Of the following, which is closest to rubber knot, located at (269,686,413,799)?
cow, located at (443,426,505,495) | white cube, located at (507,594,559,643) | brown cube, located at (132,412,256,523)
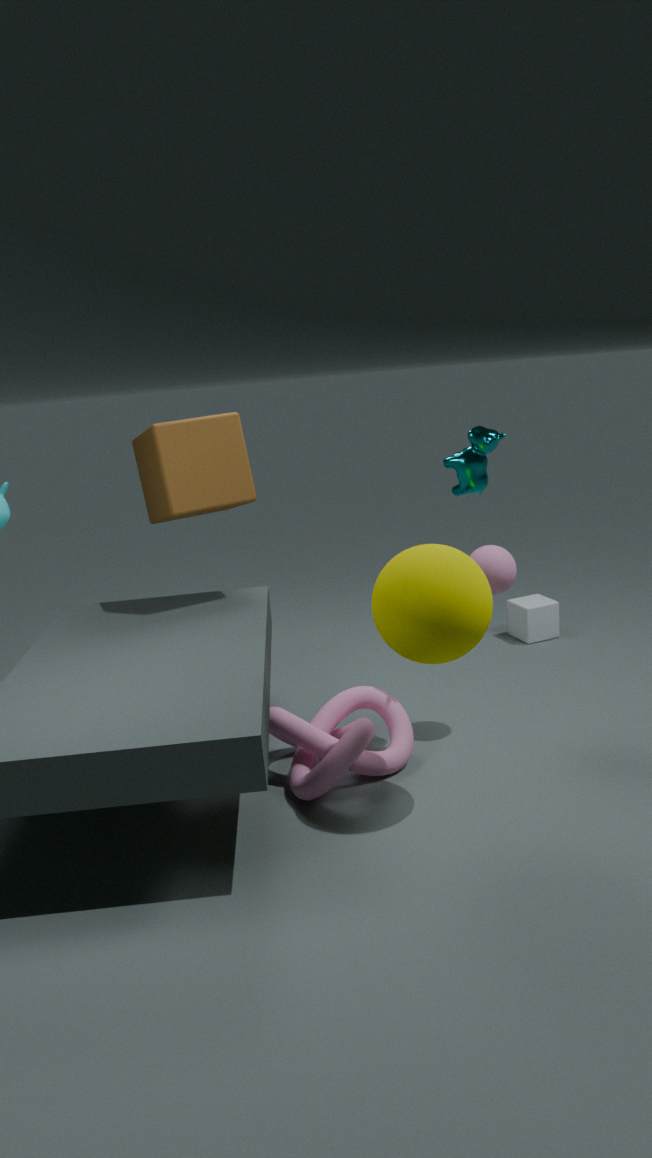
cow, located at (443,426,505,495)
